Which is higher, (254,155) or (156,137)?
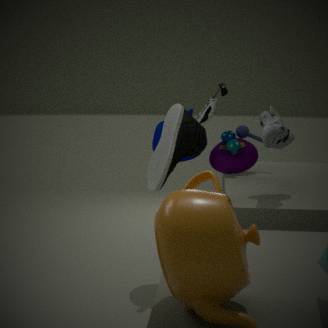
(156,137)
